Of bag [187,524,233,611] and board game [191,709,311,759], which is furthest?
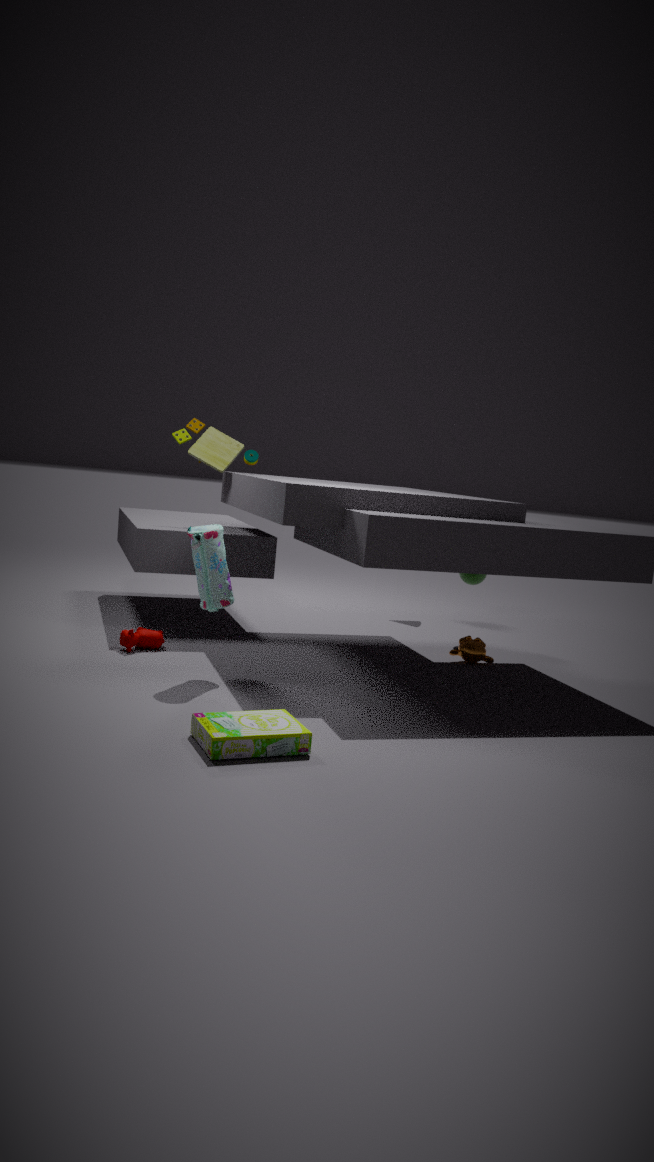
bag [187,524,233,611]
